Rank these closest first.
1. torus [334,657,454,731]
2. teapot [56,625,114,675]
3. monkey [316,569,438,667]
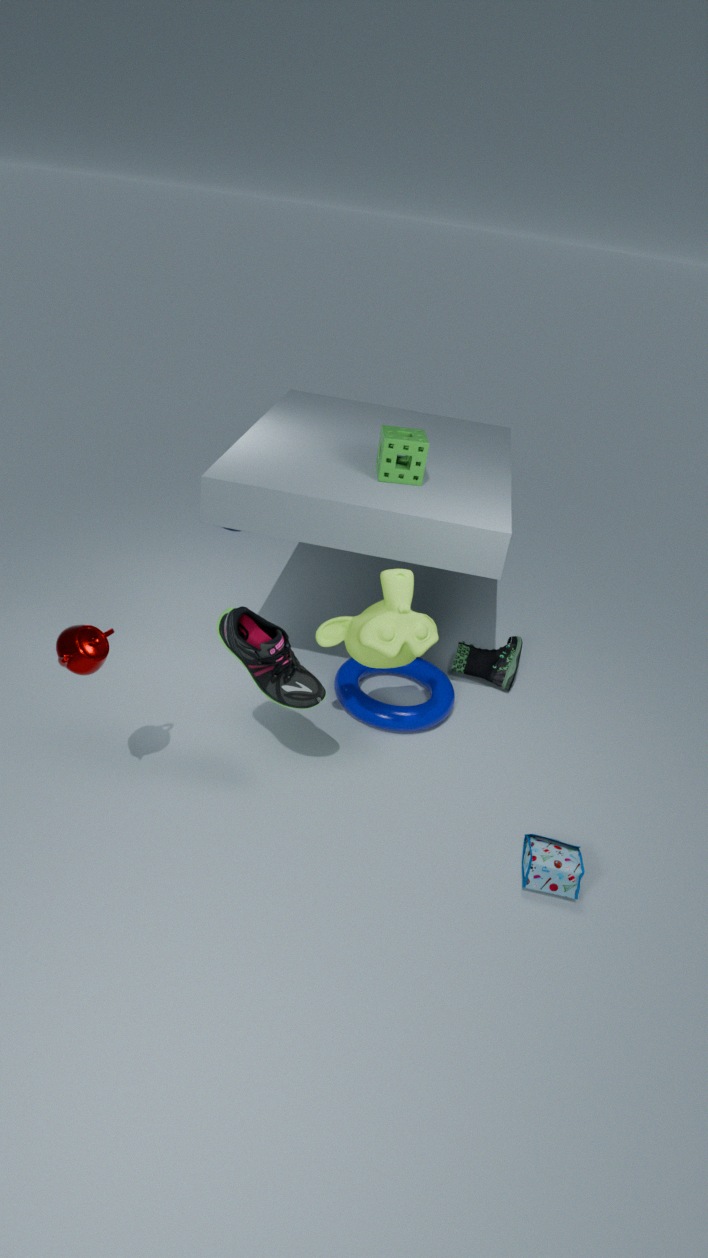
teapot [56,625,114,675]
monkey [316,569,438,667]
torus [334,657,454,731]
